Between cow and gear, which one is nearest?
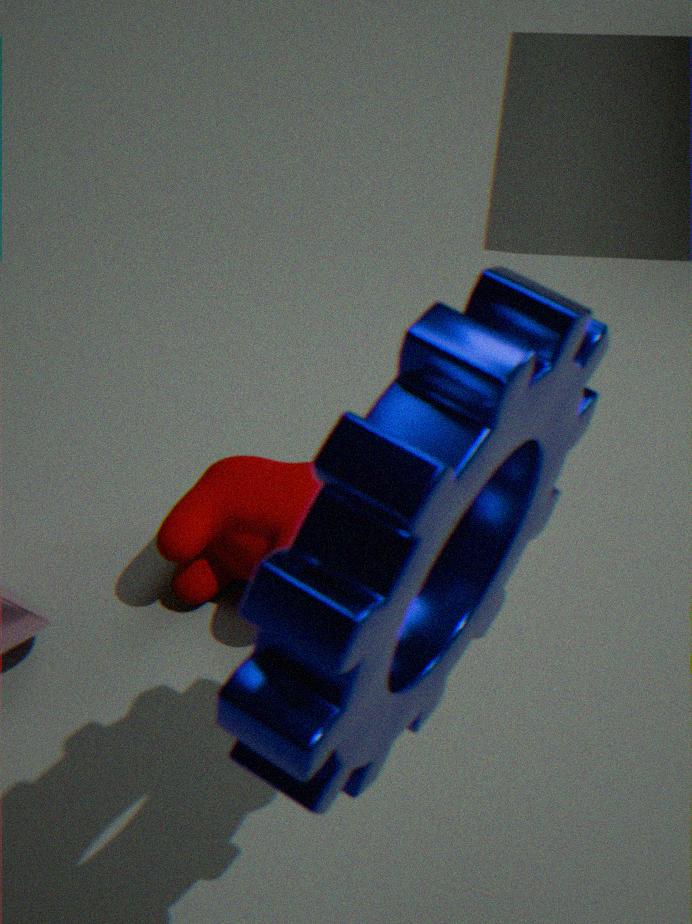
gear
